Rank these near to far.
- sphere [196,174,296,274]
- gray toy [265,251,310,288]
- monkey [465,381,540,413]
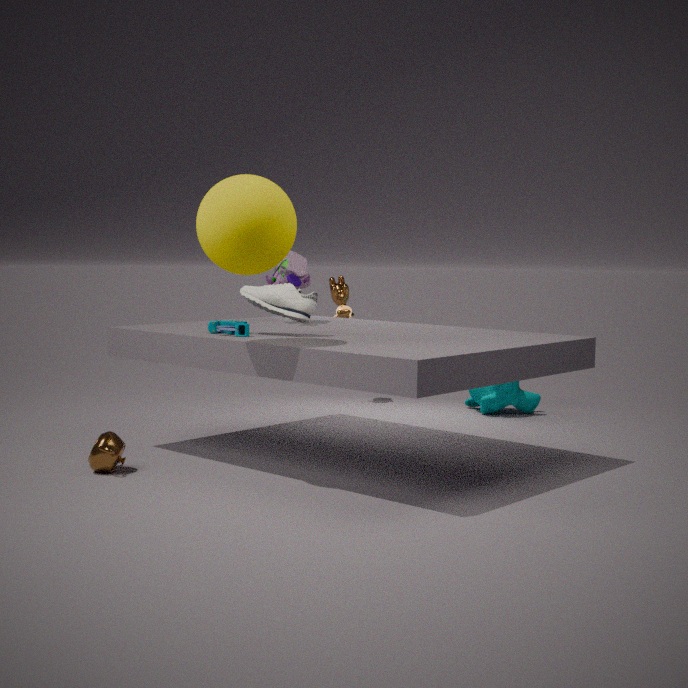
sphere [196,174,296,274] → gray toy [265,251,310,288] → monkey [465,381,540,413]
